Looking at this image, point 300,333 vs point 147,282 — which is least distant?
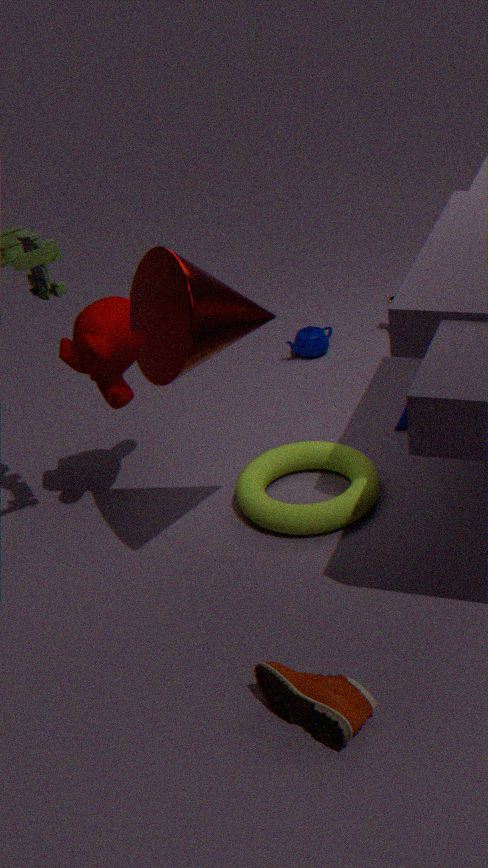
point 147,282
